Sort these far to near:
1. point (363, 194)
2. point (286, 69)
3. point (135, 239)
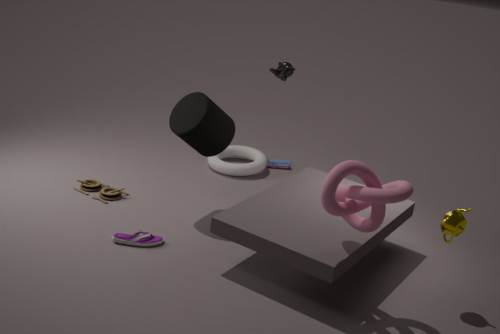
point (286, 69) < point (135, 239) < point (363, 194)
